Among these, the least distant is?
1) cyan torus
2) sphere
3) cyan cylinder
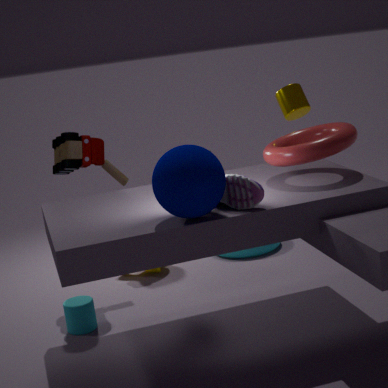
2. sphere
